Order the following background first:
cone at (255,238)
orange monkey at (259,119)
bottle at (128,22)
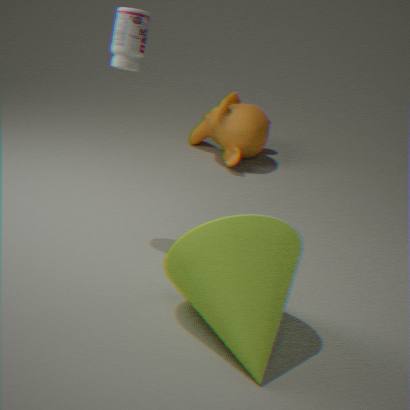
orange monkey at (259,119) → bottle at (128,22) → cone at (255,238)
